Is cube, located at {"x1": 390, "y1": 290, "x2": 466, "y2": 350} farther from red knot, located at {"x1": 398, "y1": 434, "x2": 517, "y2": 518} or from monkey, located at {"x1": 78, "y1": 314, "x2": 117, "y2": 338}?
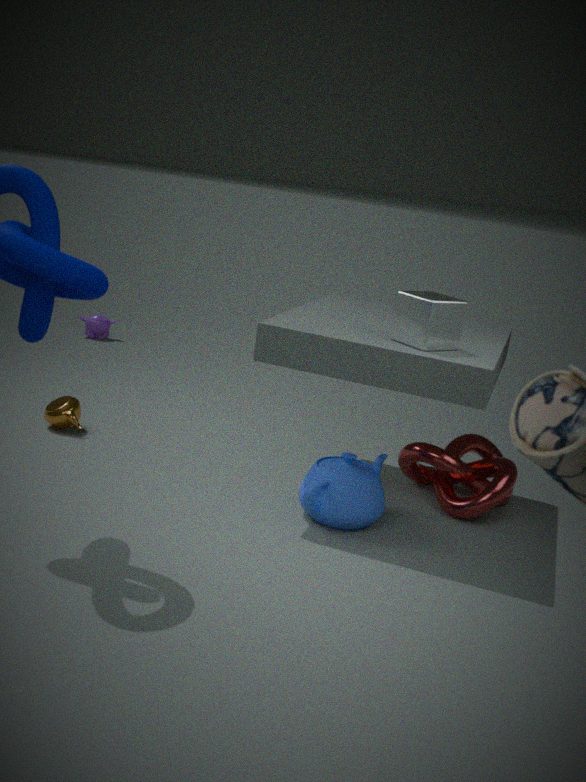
monkey, located at {"x1": 78, "y1": 314, "x2": 117, "y2": 338}
